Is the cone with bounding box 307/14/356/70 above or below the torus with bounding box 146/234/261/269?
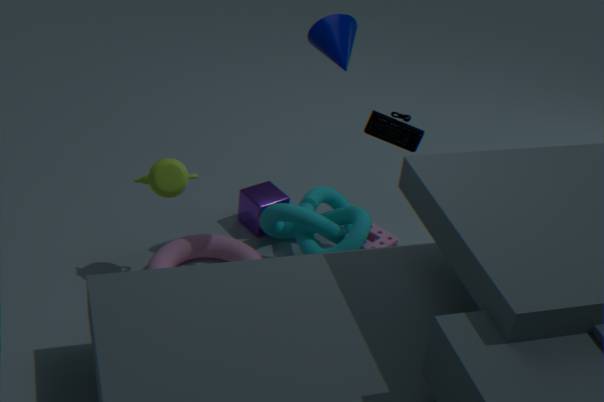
above
